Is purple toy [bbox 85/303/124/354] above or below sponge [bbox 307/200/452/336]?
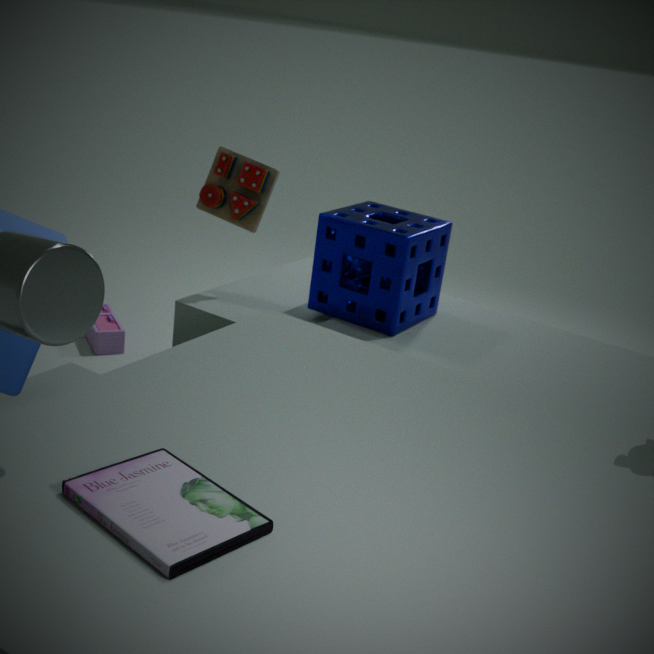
below
